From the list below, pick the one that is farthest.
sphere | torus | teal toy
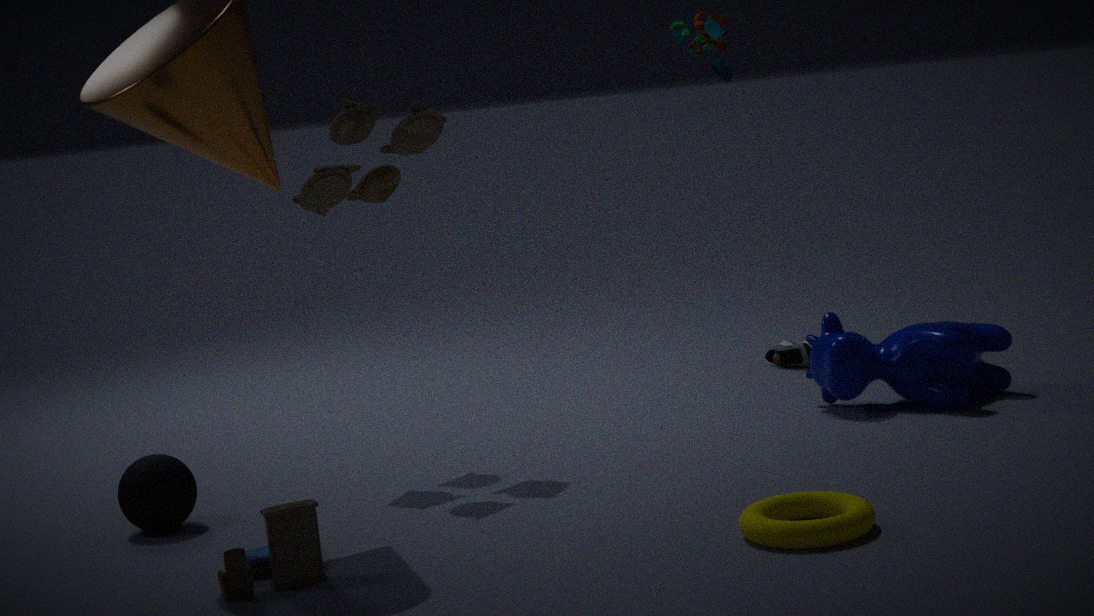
teal toy
